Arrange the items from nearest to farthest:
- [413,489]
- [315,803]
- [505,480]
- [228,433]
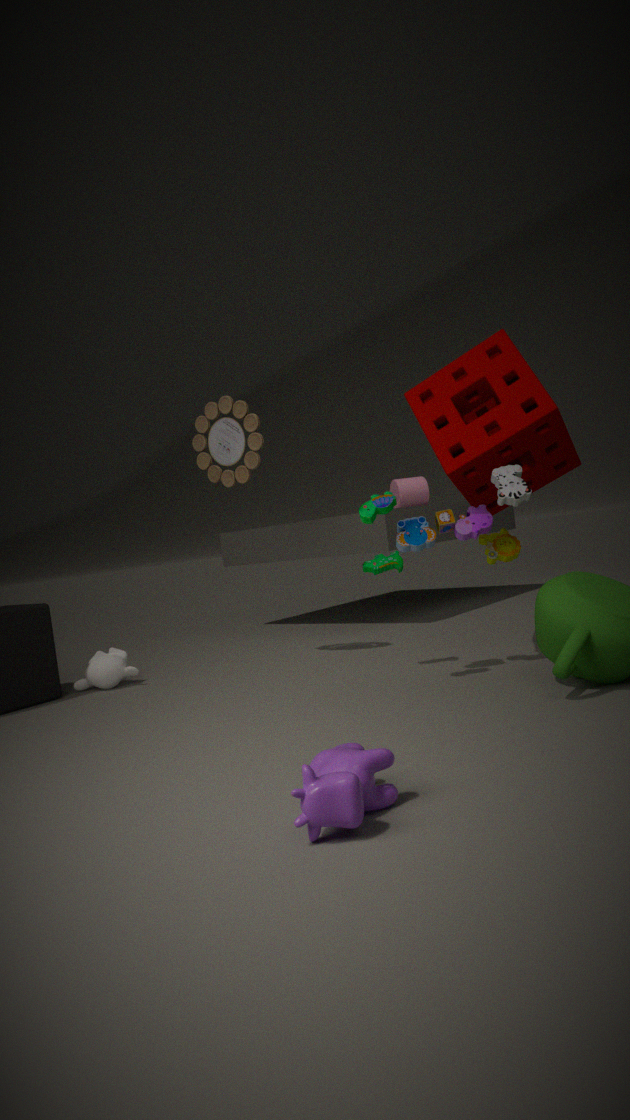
[315,803], [505,480], [228,433], [413,489]
